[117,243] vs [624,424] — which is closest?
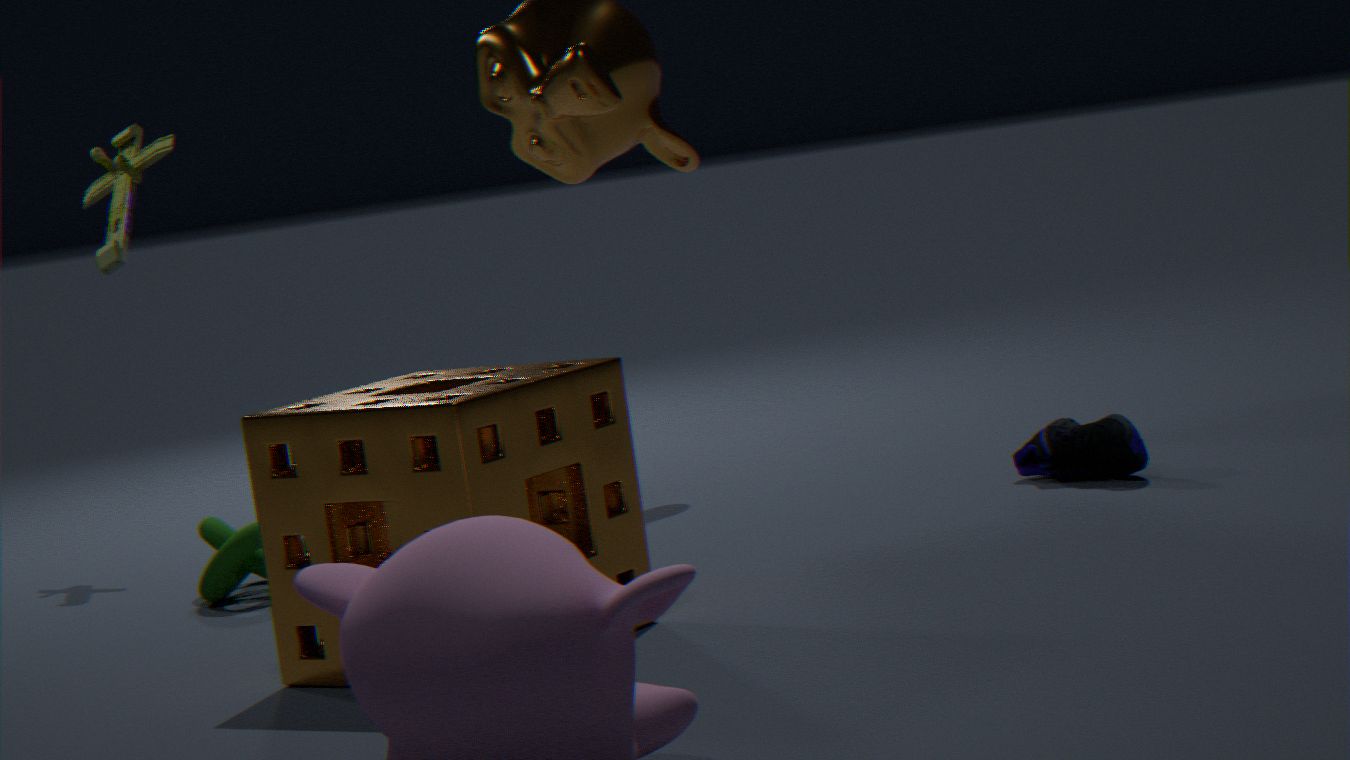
[624,424]
